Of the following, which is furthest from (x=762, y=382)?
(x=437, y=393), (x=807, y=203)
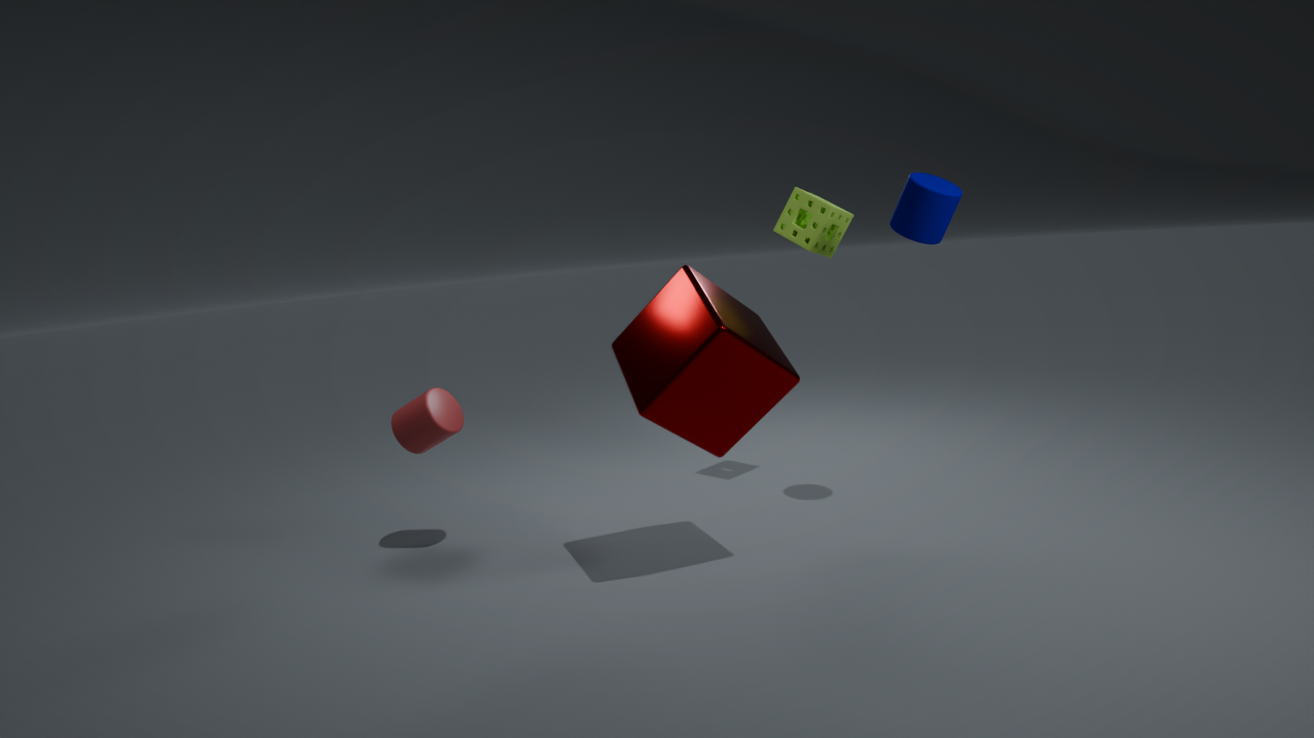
(x=437, y=393)
